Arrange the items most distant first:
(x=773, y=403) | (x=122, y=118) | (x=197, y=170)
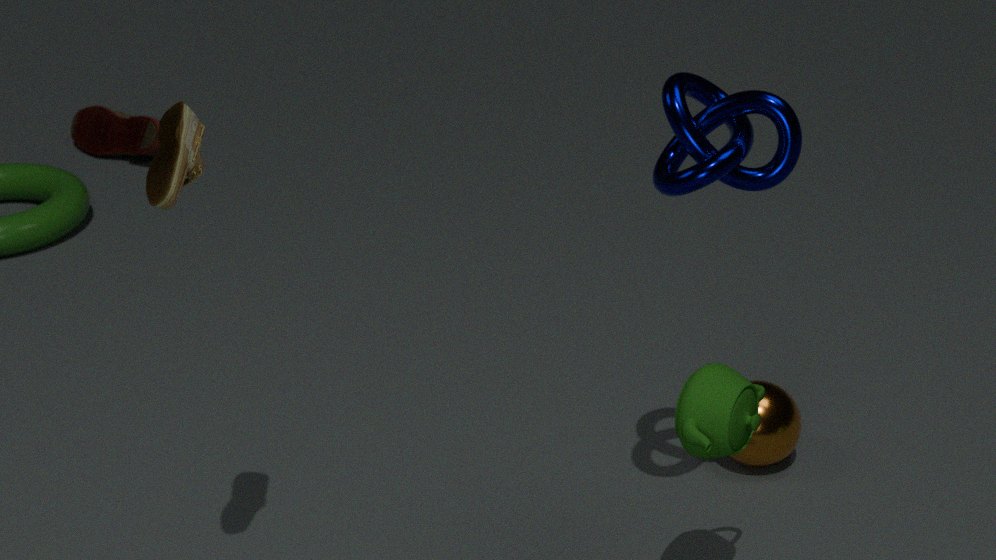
(x=122, y=118) < (x=773, y=403) < (x=197, y=170)
